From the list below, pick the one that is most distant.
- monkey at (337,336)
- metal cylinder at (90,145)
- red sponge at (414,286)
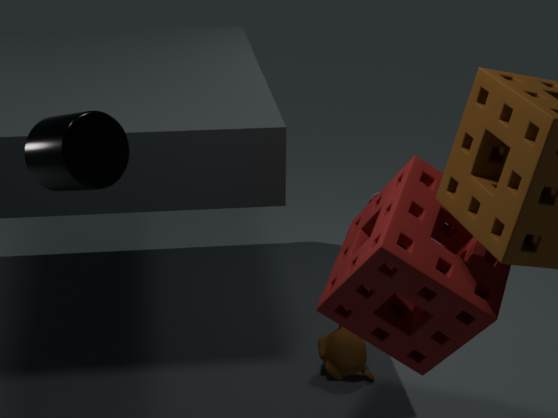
monkey at (337,336)
